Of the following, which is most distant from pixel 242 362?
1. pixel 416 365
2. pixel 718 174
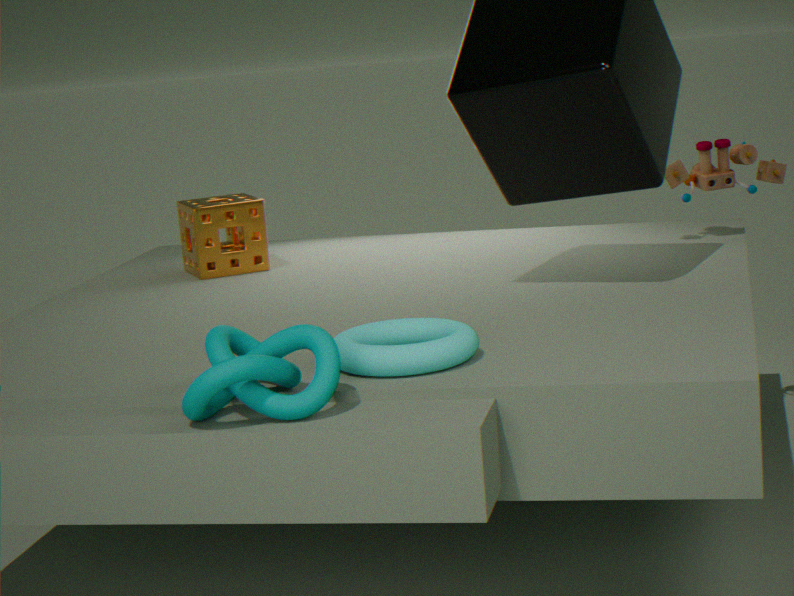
pixel 718 174
